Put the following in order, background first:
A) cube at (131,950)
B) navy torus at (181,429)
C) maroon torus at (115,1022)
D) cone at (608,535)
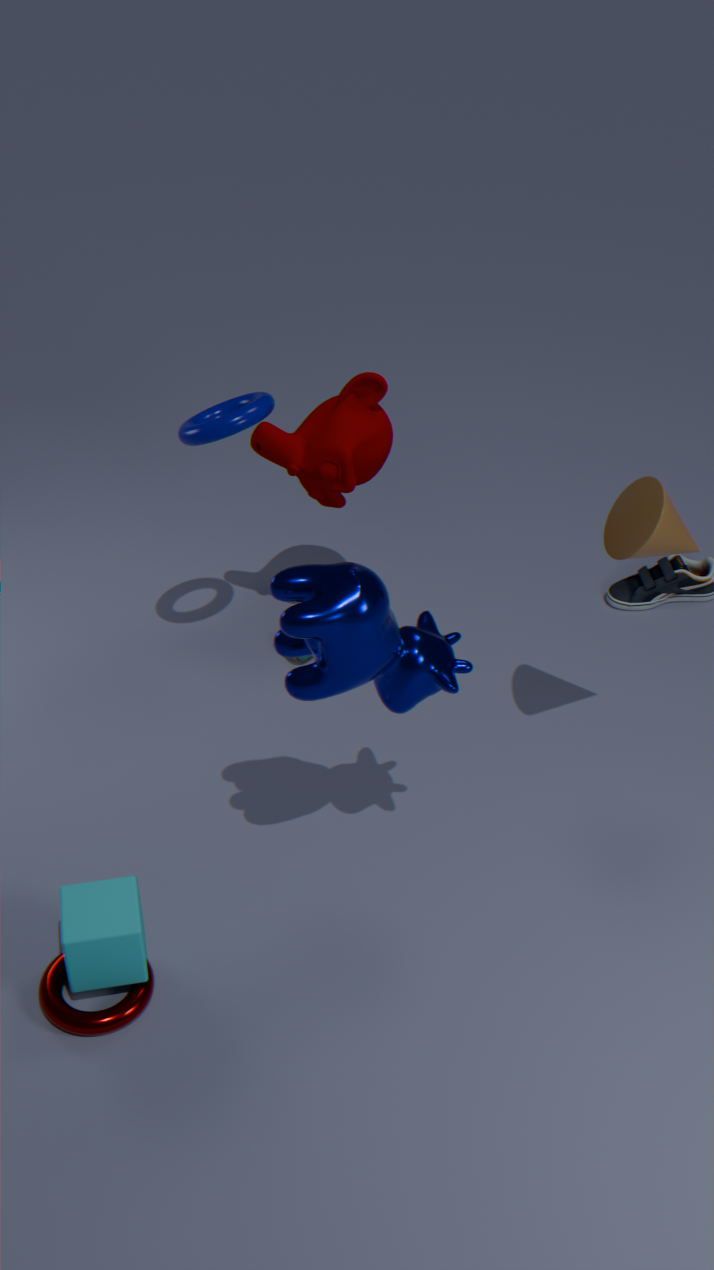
1. navy torus at (181,429)
2. cone at (608,535)
3. maroon torus at (115,1022)
4. cube at (131,950)
